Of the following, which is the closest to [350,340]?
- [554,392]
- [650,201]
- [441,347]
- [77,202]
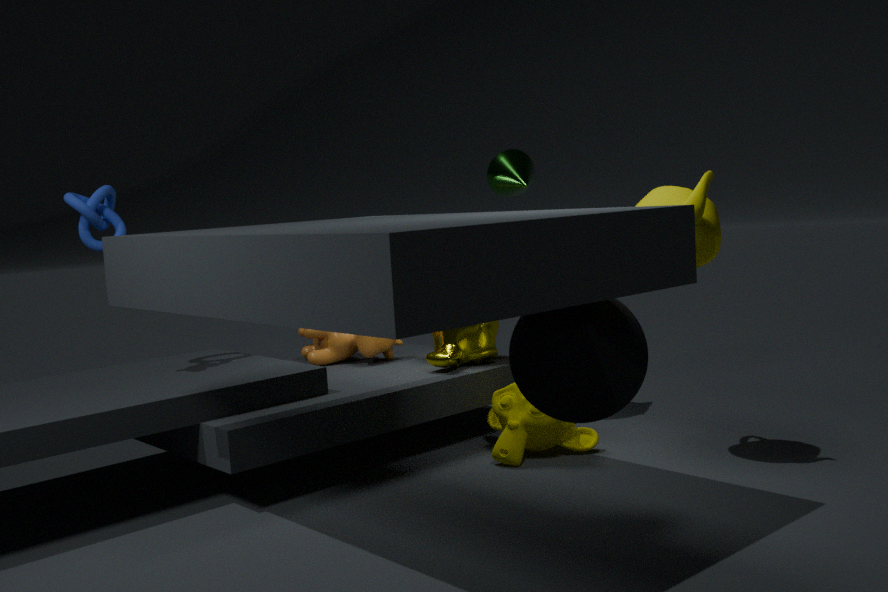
[441,347]
